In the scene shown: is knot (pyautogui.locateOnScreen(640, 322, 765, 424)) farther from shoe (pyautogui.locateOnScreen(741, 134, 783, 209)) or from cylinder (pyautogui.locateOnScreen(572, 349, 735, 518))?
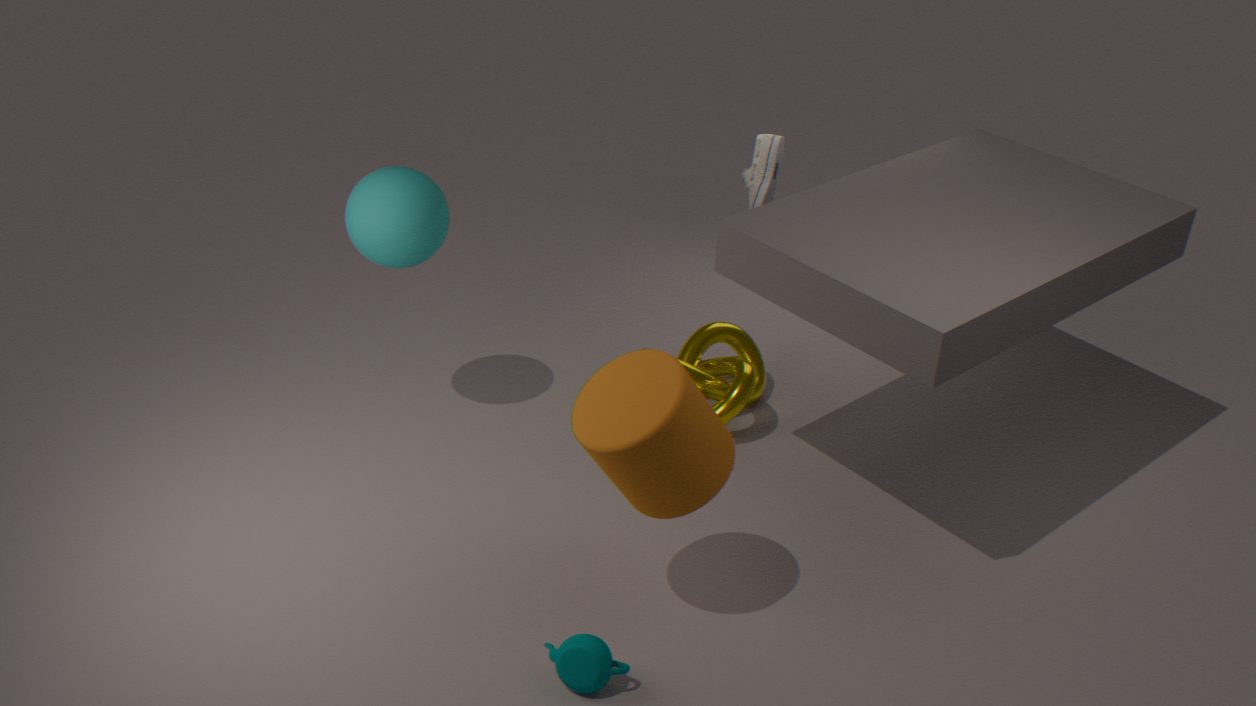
Result: cylinder (pyautogui.locateOnScreen(572, 349, 735, 518))
